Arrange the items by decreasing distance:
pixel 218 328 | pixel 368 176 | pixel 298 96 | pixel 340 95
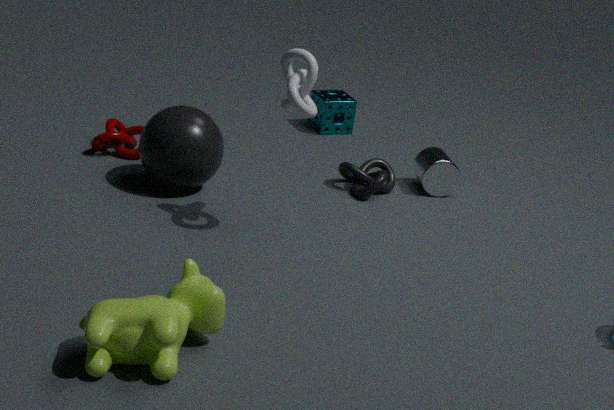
pixel 340 95 → pixel 368 176 → pixel 298 96 → pixel 218 328
